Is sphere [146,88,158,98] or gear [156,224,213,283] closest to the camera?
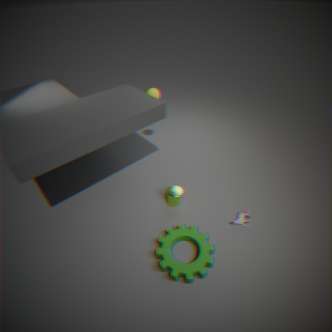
gear [156,224,213,283]
